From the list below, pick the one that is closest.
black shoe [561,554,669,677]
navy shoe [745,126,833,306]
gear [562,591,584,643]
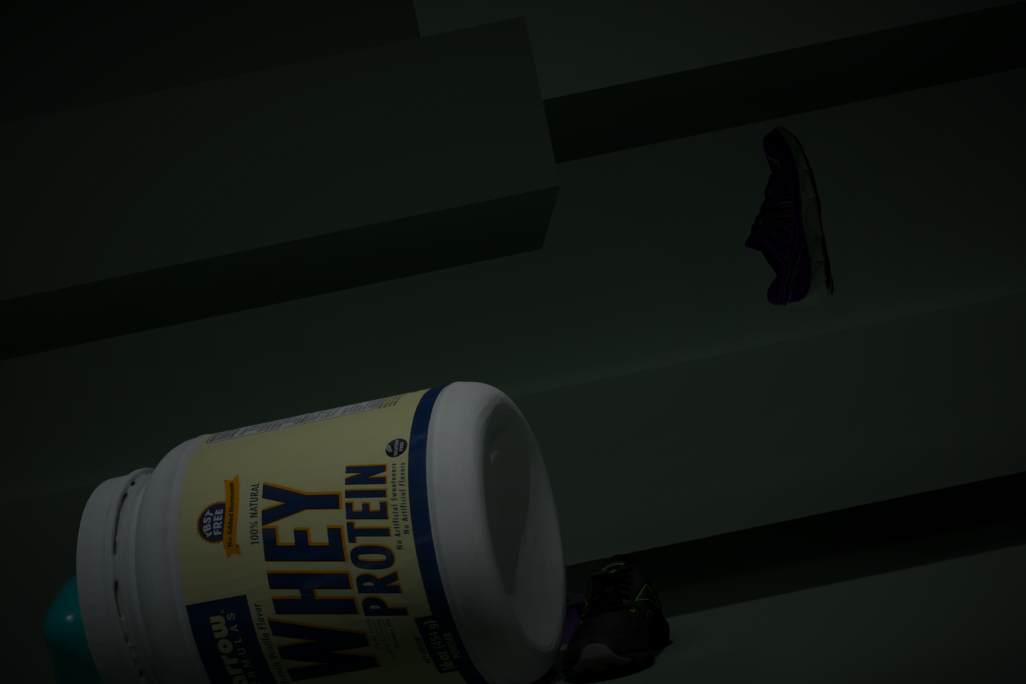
black shoe [561,554,669,677]
